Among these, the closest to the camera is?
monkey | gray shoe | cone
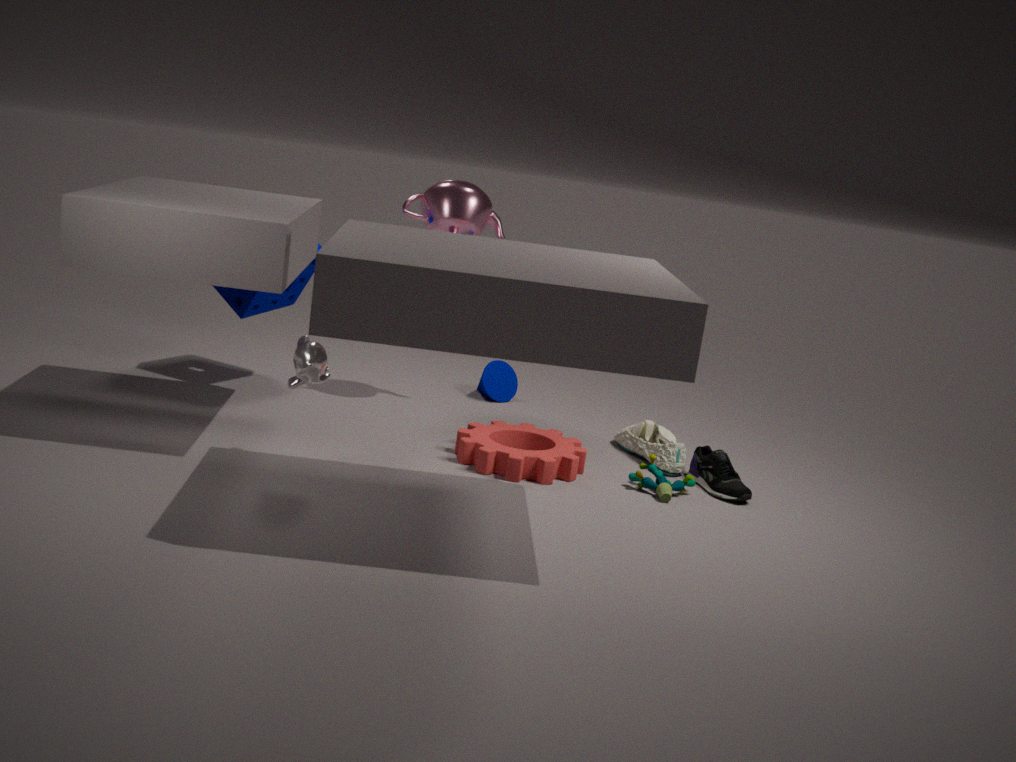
monkey
